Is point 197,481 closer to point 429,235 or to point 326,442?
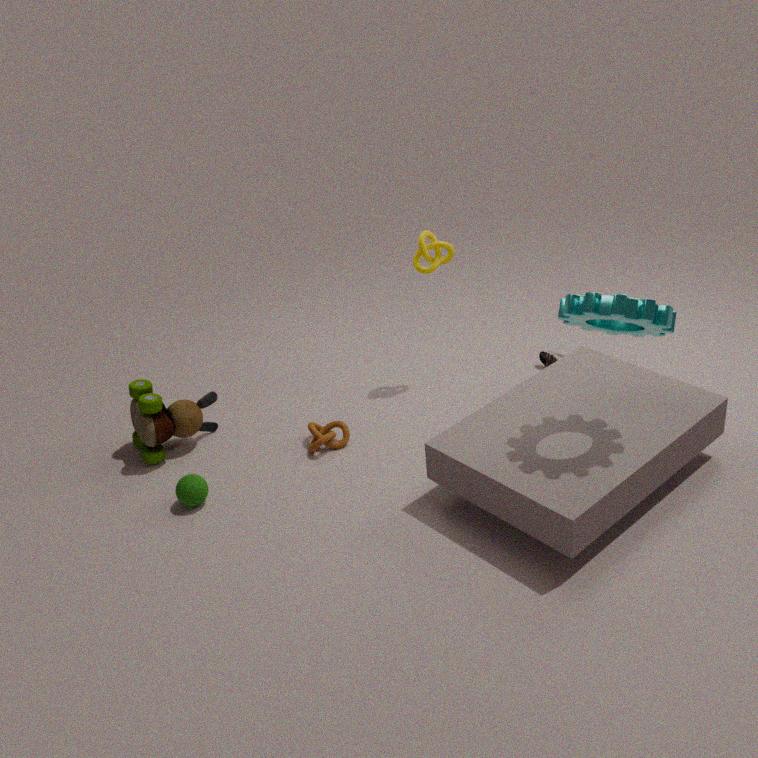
point 326,442
